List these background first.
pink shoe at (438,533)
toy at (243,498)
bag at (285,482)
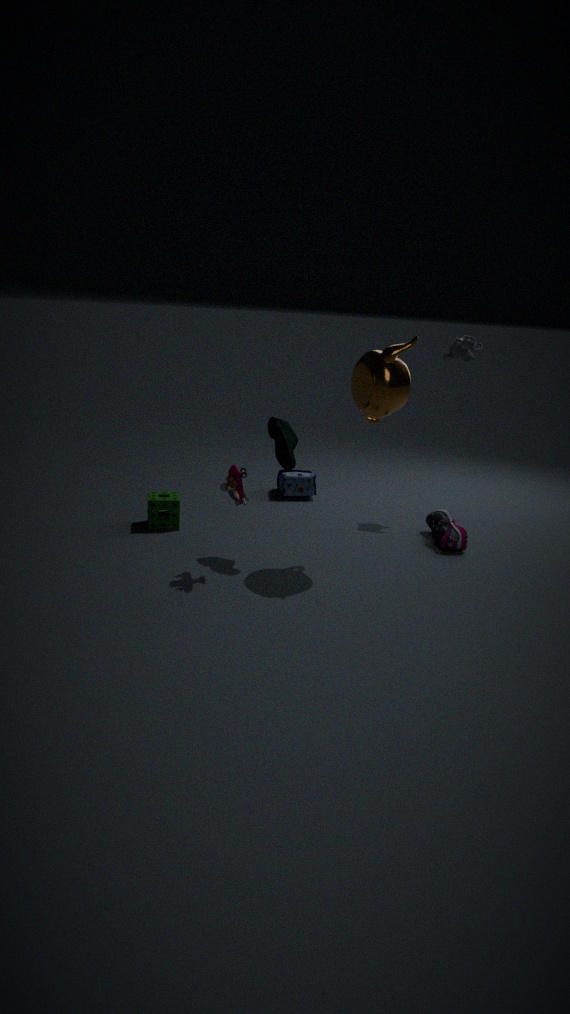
bag at (285,482)
pink shoe at (438,533)
toy at (243,498)
